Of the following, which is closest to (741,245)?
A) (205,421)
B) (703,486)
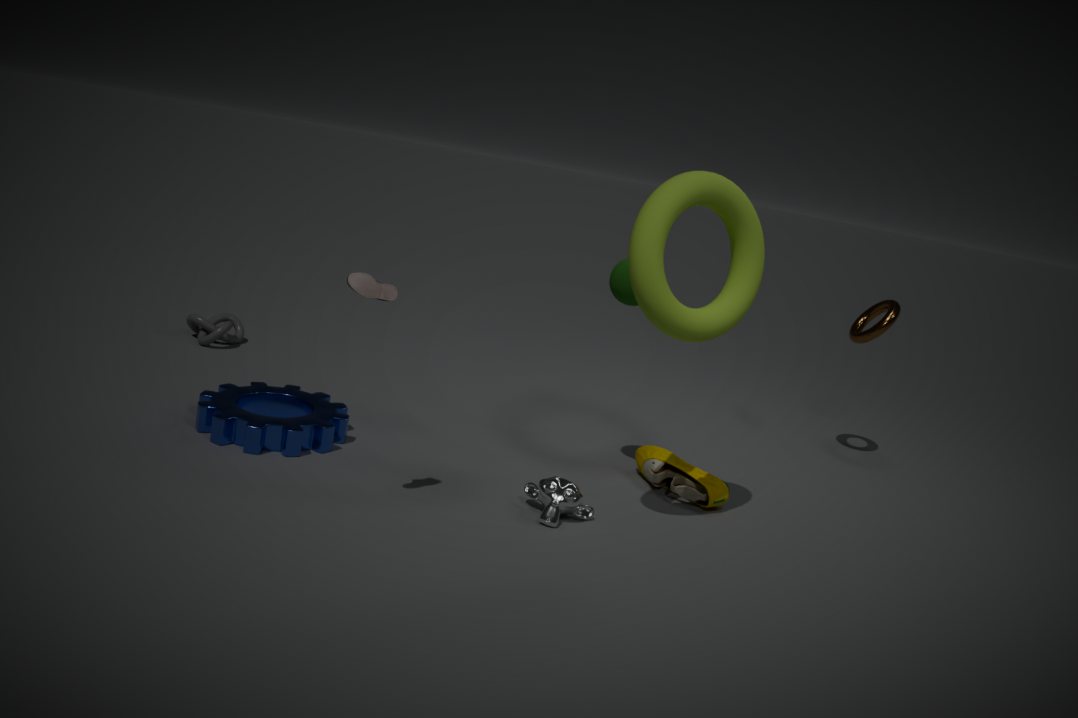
(703,486)
